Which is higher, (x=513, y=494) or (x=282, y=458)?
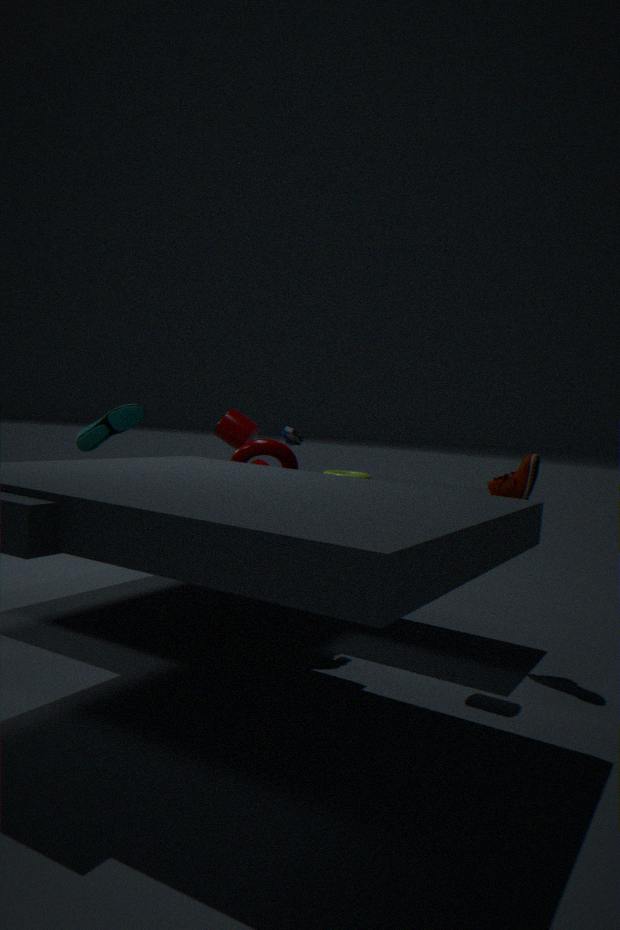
(x=513, y=494)
